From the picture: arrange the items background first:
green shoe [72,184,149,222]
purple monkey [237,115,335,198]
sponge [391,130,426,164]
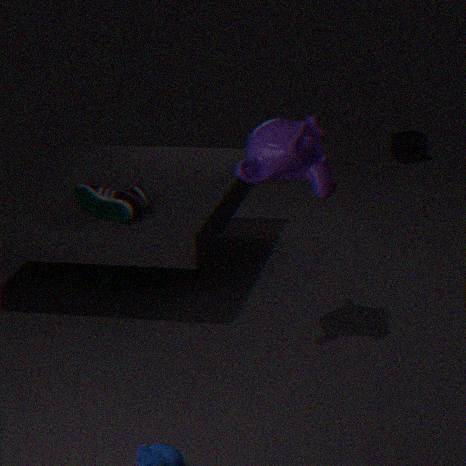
sponge [391,130,426,164]
green shoe [72,184,149,222]
purple monkey [237,115,335,198]
